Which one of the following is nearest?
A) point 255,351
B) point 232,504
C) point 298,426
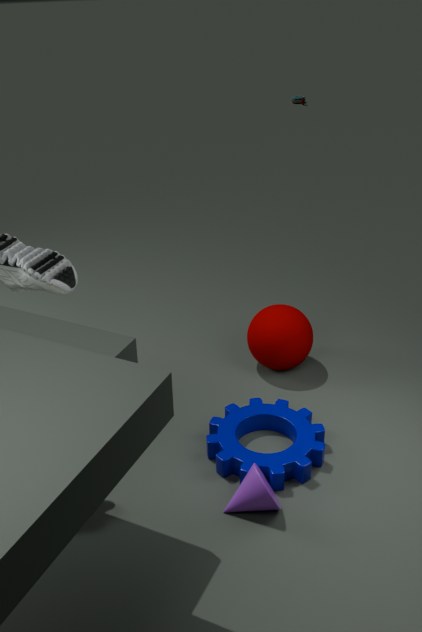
point 232,504
